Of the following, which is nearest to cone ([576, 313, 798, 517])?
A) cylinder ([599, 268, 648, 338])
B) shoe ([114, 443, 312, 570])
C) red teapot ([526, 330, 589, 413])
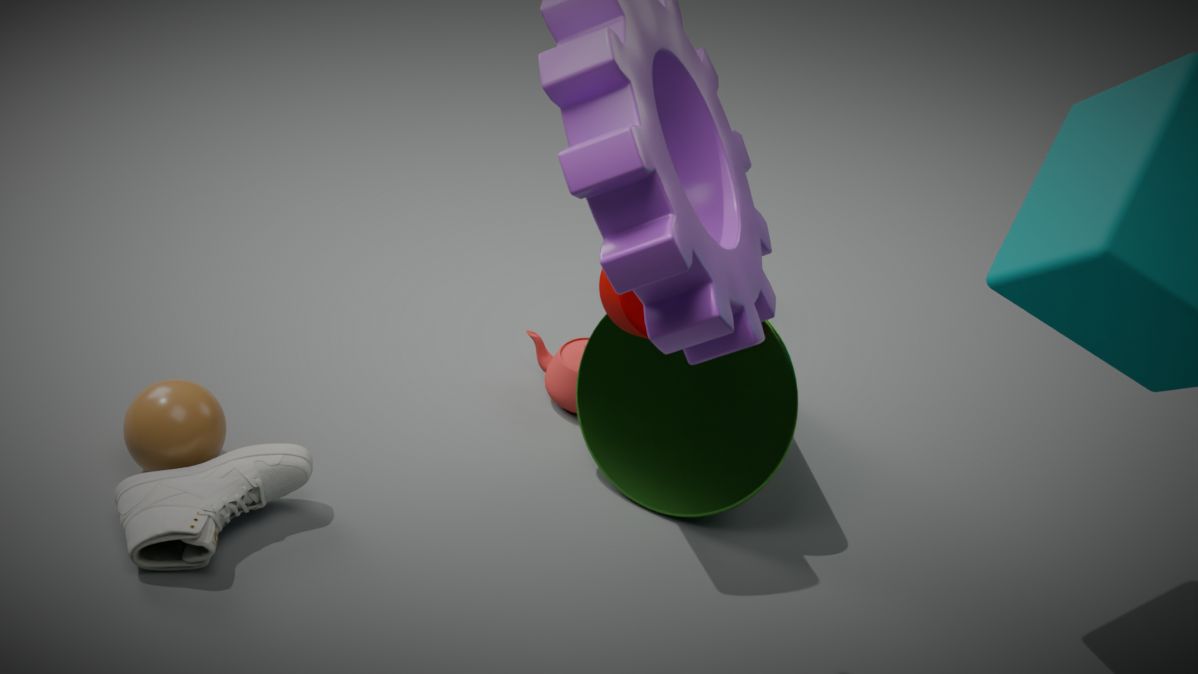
red teapot ([526, 330, 589, 413])
